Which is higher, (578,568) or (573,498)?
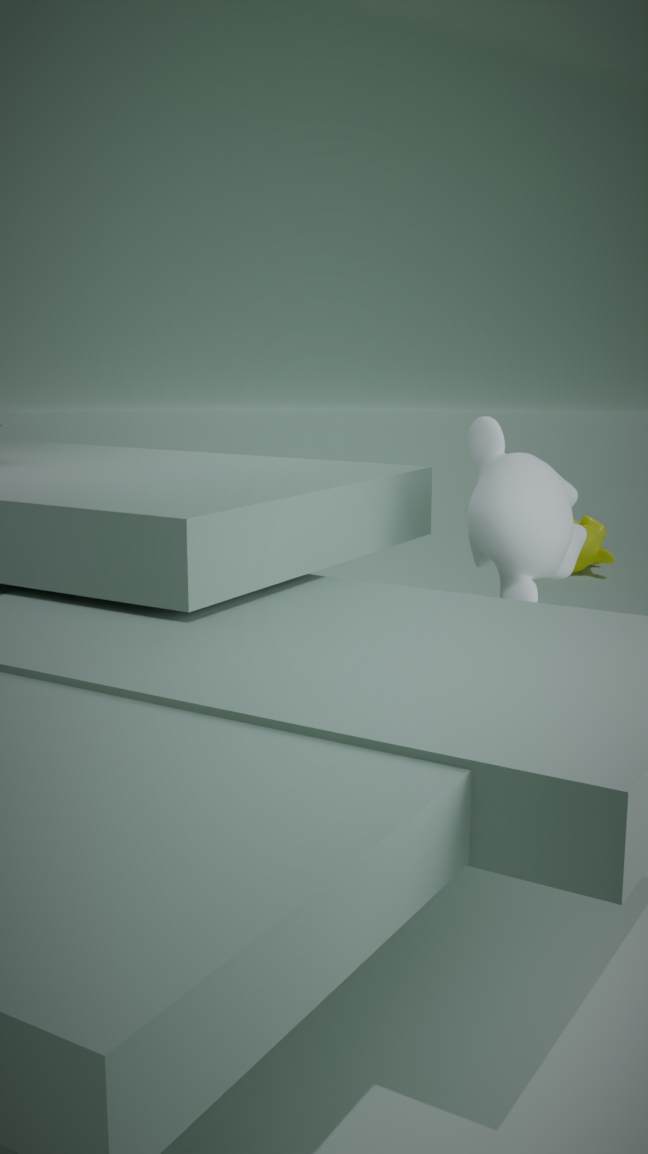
(573,498)
